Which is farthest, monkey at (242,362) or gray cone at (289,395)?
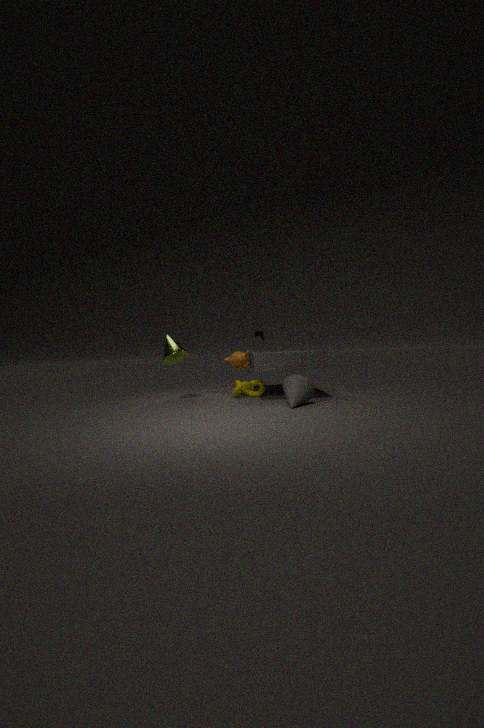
monkey at (242,362)
